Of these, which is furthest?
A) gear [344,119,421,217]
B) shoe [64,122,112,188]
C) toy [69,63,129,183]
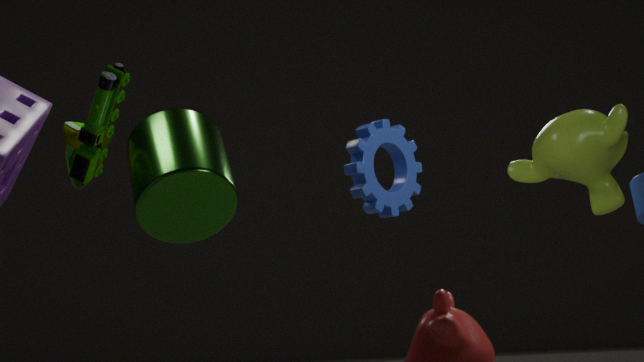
shoe [64,122,112,188]
